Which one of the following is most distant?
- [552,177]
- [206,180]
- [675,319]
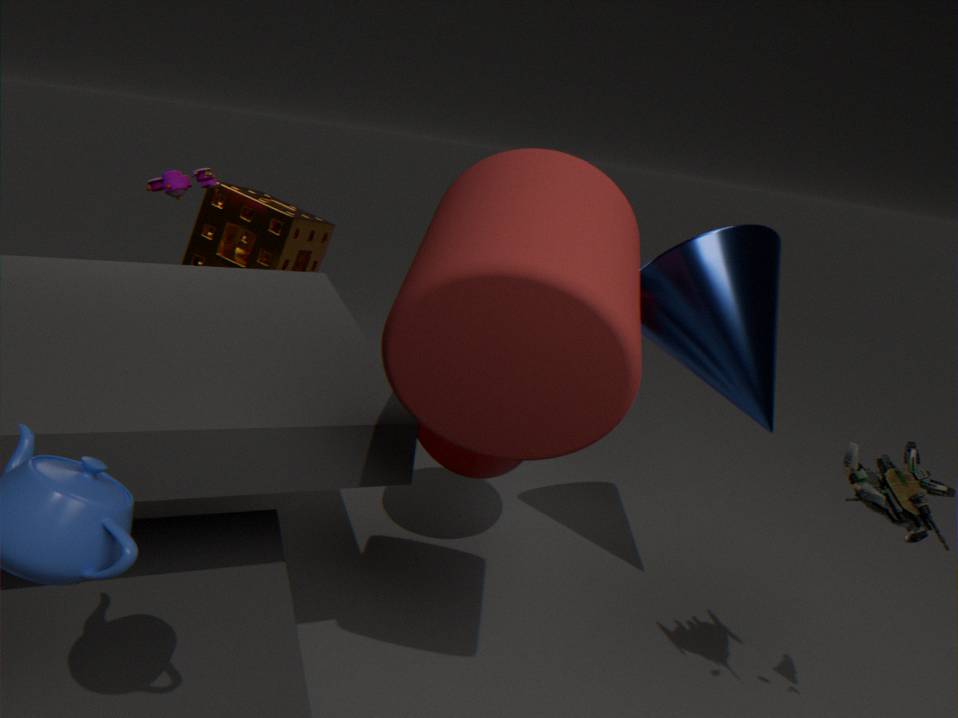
[206,180]
